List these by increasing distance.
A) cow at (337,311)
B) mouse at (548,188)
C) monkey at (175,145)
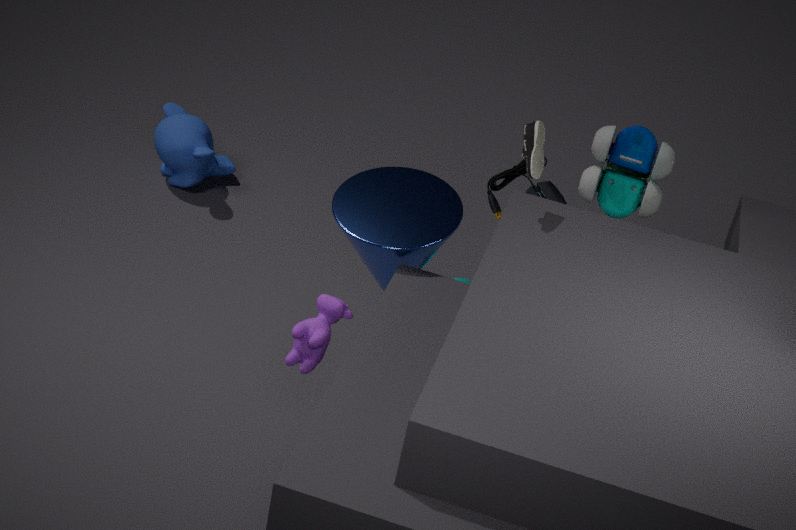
1. cow at (337,311)
2. mouse at (548,188)
3. monkey at (175,145)
